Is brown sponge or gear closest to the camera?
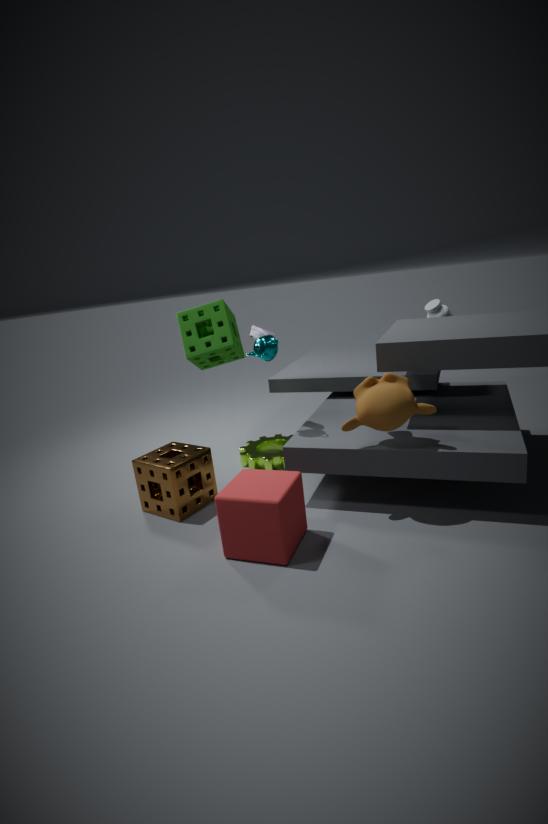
brown sponge
